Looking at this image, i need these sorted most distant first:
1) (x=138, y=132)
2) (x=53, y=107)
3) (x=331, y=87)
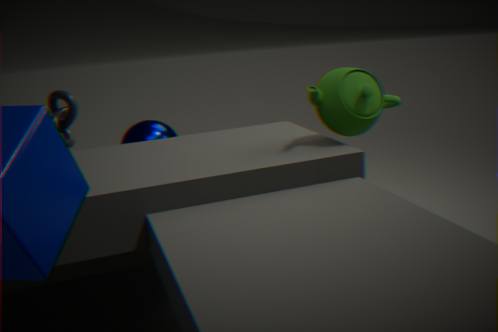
1. (x=138, y=132)
2. (x=53, y=107)
3. (x=331, y=87)
